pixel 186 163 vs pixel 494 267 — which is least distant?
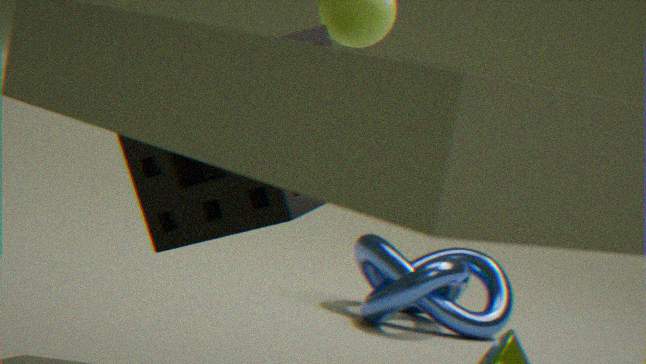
pixel 186 163
